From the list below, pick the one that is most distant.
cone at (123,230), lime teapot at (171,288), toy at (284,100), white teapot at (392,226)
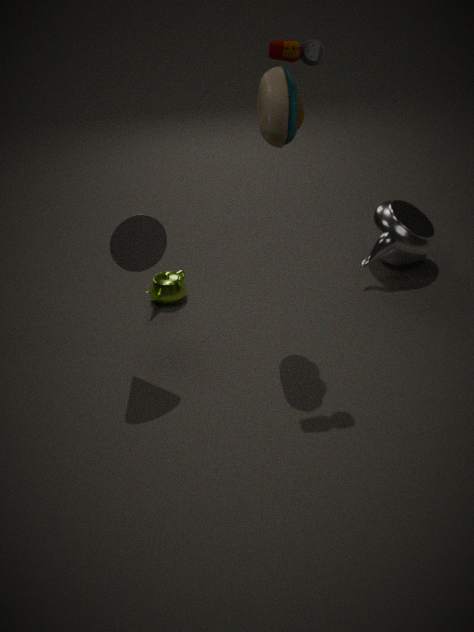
white teapot at (392,226)
